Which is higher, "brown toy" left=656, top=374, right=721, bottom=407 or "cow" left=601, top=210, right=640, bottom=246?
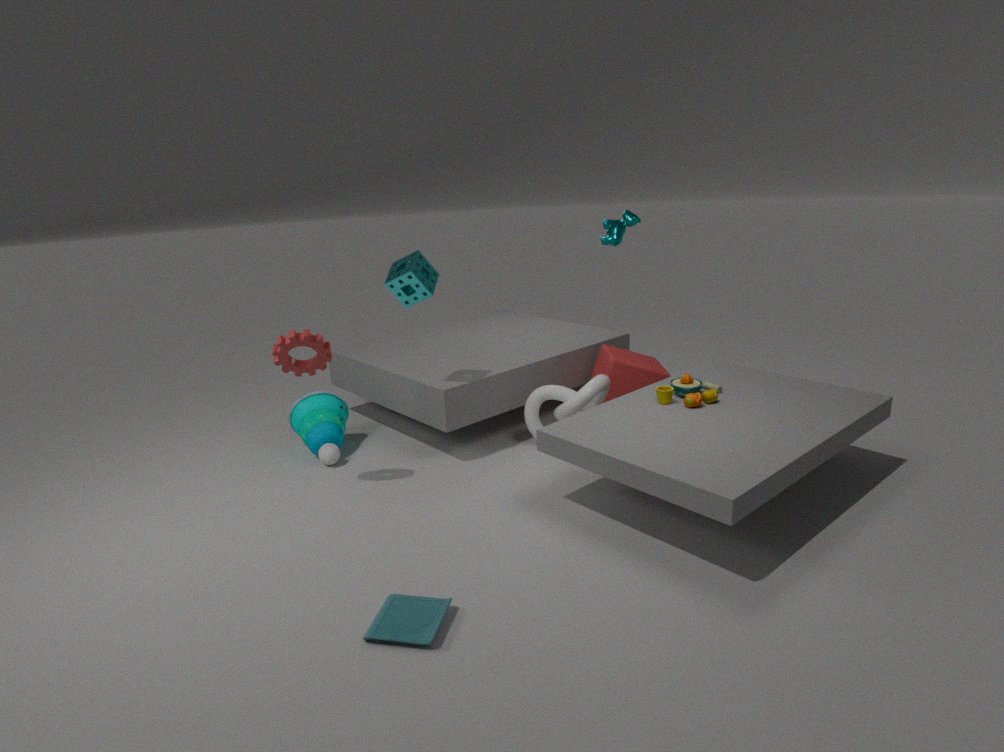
"cow" left=601, top=210, right=640, bottom=246
